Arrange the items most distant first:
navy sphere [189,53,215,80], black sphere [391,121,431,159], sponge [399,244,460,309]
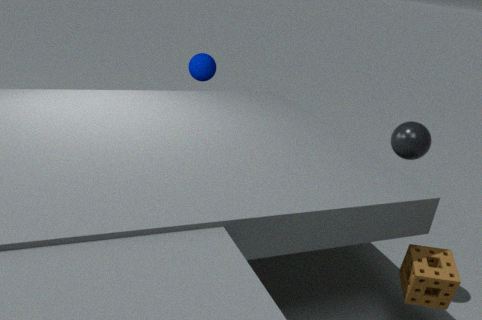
navy sphere [189,53,215,80], black sphere [391,121,431,159], sponge [399,244,460,309]
